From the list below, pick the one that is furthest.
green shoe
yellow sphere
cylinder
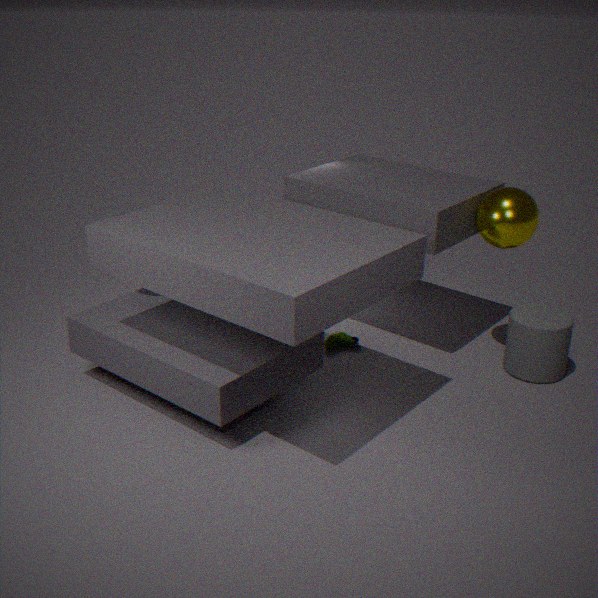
green shoe
